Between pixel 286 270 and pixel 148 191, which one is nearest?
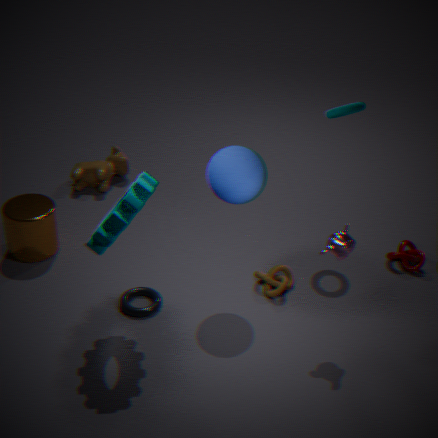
pixel 148 191
